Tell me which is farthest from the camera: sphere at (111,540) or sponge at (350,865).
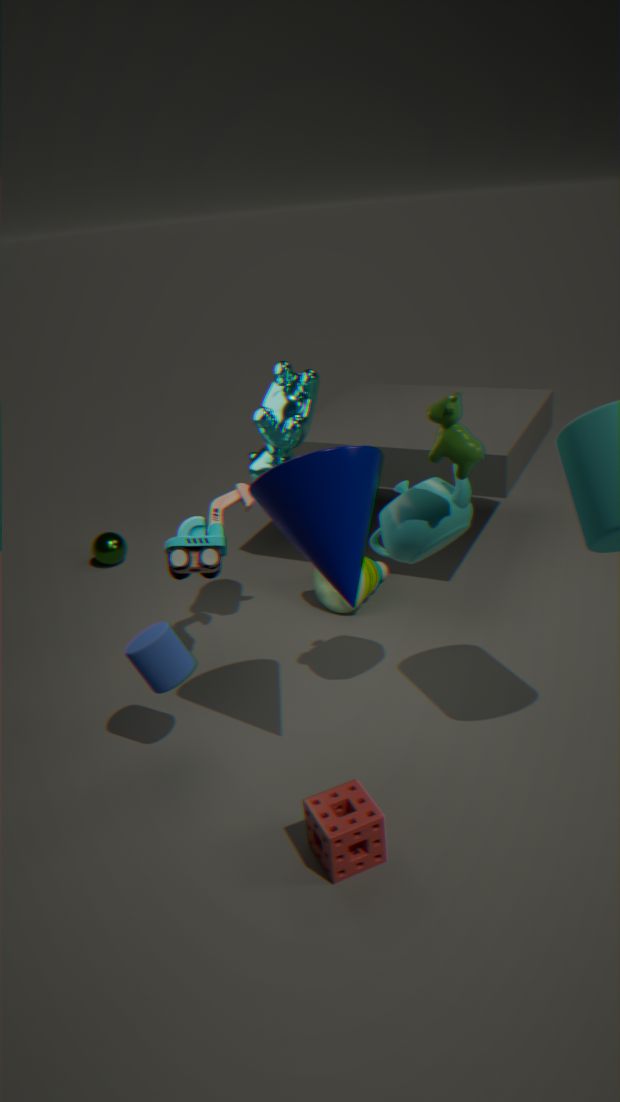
sphere at (111,540)
